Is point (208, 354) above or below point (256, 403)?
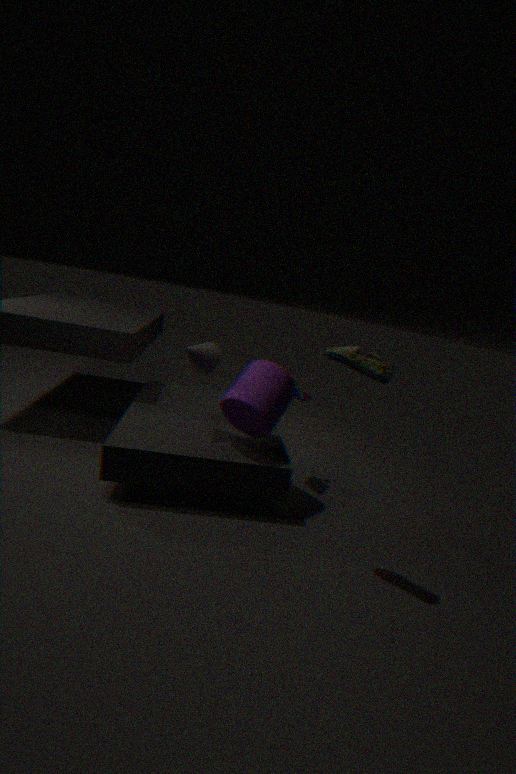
above
